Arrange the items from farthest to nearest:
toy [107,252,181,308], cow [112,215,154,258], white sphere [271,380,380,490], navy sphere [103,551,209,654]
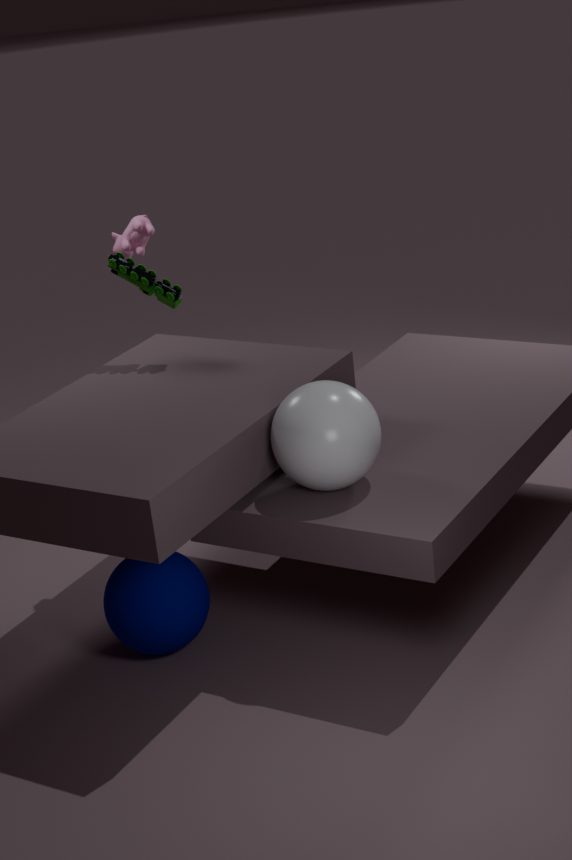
cow [112,215,154,258], toy [107,252,181,308], navy sphere [103,551,209,654], white sphere [271,380,380,490]
